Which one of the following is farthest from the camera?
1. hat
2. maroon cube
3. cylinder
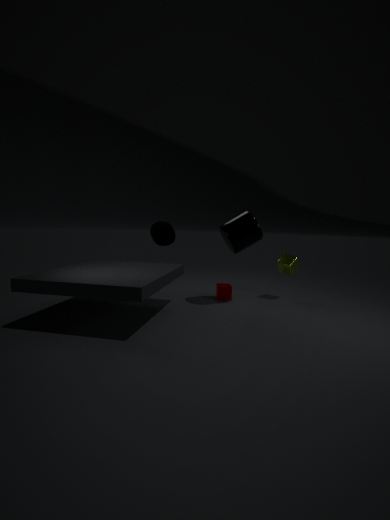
hat
